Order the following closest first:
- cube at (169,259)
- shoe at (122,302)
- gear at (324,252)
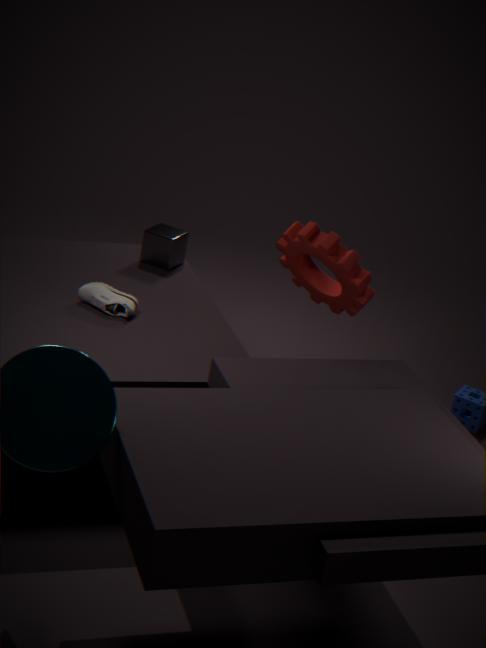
shoe at (122,302), gear at (324,252), cube at (169,259)
